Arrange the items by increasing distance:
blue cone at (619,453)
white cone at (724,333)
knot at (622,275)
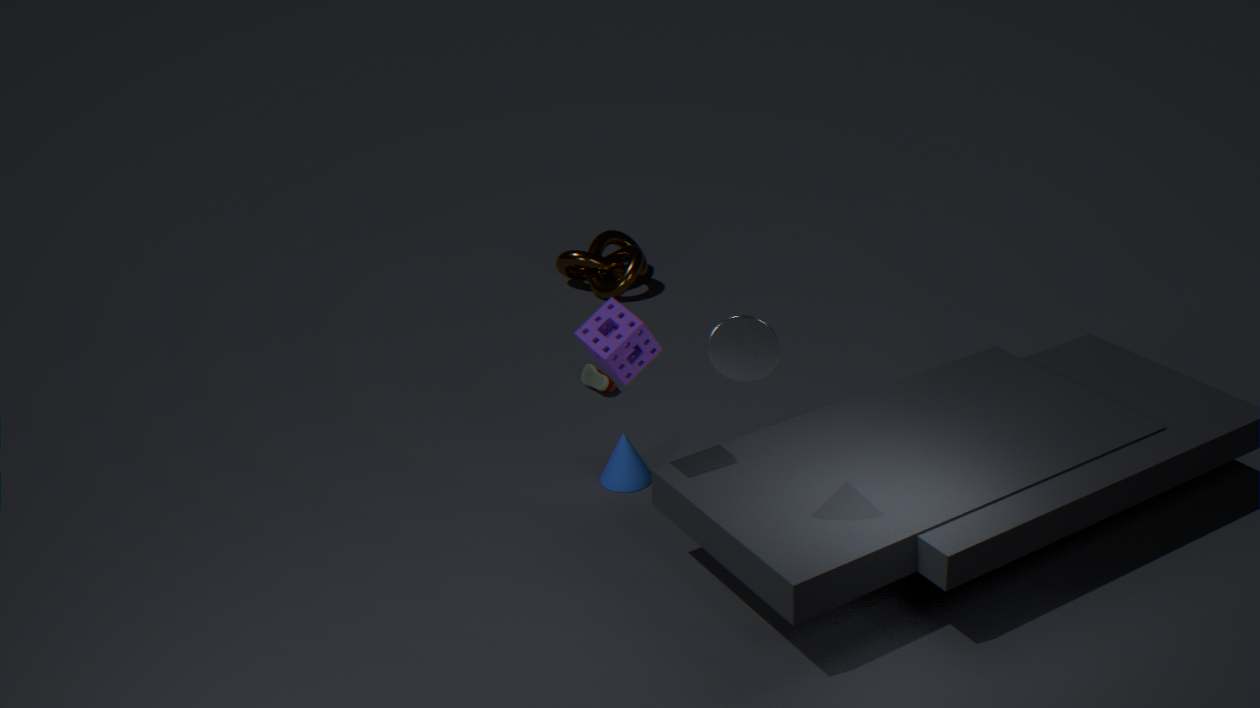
white cone at (724,333) < blue cone at (619,453) < knot at (622,275)
